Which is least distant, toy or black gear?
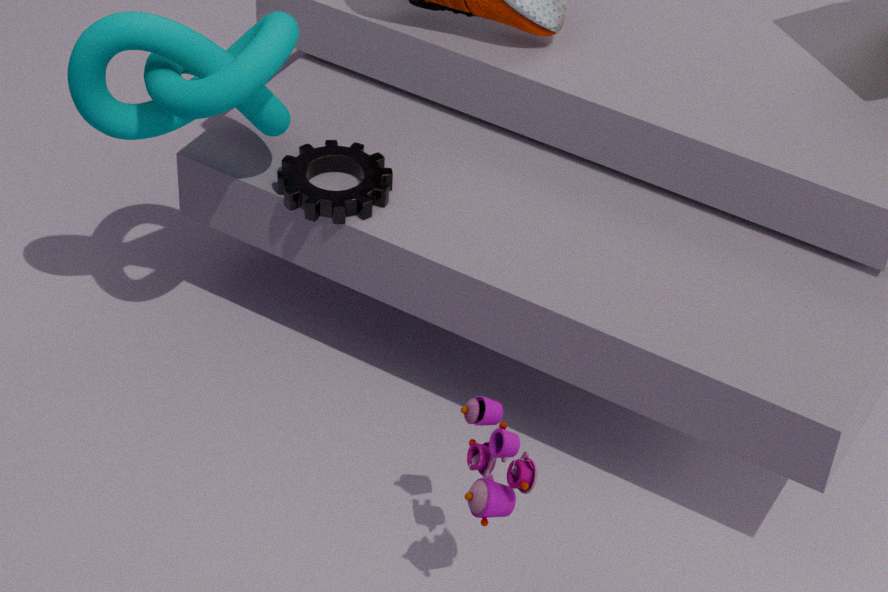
toy
